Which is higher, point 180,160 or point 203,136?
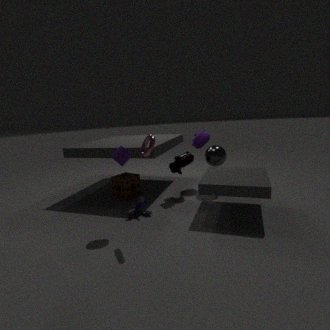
point 203,136
